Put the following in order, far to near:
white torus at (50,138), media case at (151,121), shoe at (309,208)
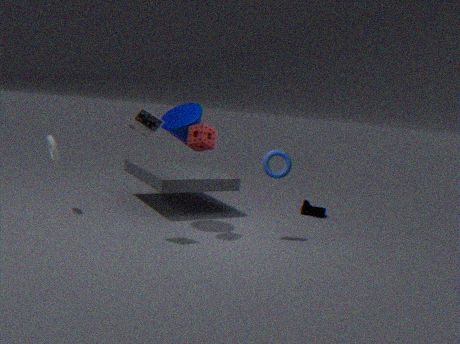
shoe at (309,208) < white torus at (50,138) < media case at (151,121)
